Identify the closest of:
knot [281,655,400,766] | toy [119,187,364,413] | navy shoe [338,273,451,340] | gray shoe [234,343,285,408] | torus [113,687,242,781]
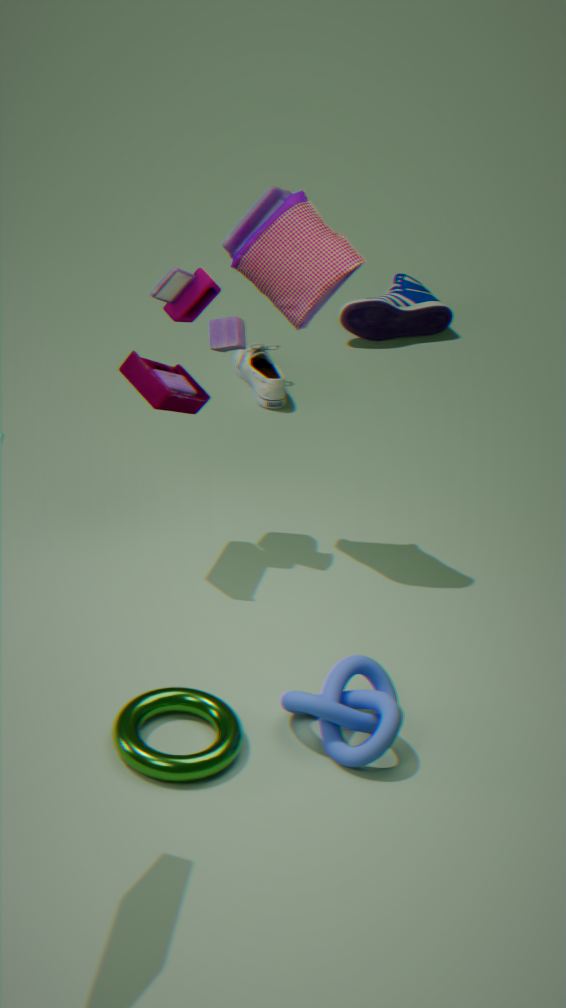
torus [113,687,242,781]
